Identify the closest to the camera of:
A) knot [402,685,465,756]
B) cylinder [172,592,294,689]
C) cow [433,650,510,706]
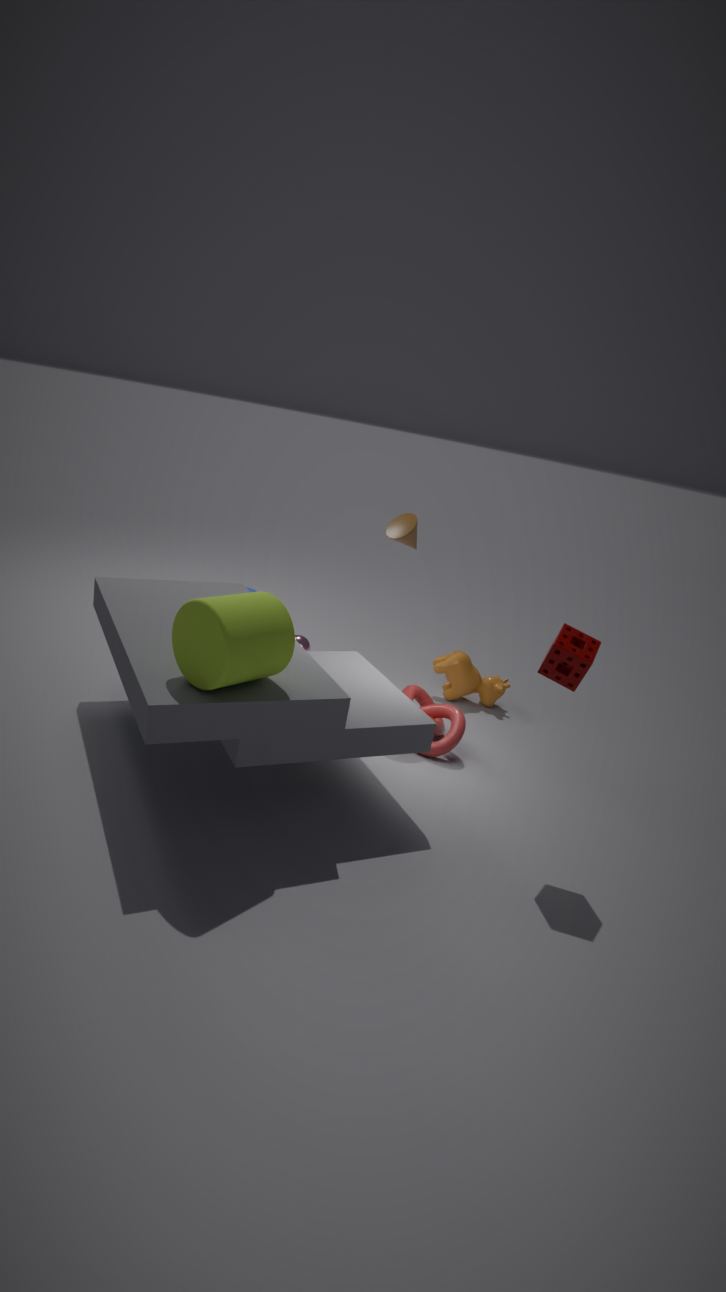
cylinder [172,592,294,689]
